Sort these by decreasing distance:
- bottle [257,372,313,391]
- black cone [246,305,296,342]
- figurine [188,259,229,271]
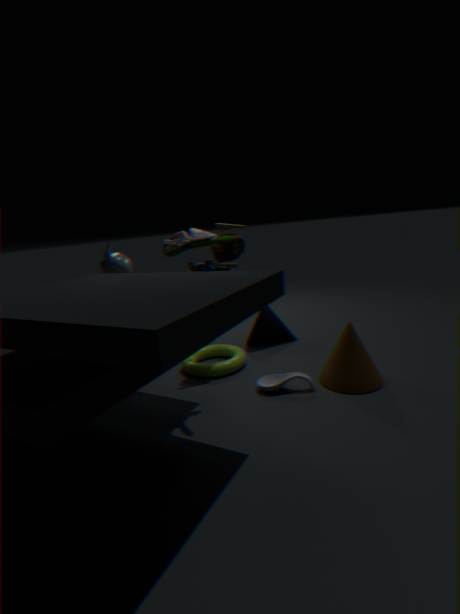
black cone [246,305,296,342], bottle [257,372,313,391], figurine [188,259,229,271]
